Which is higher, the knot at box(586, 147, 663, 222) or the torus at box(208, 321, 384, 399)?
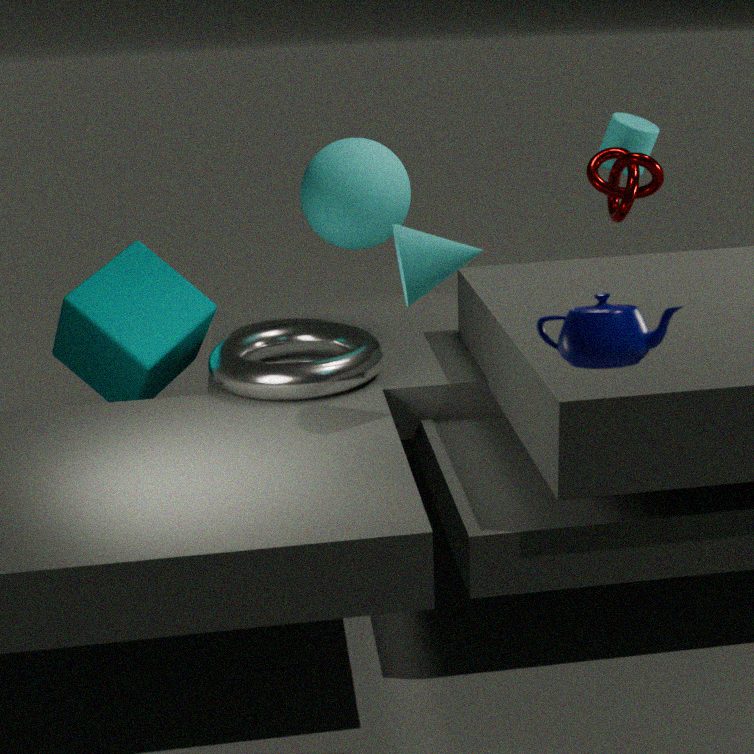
the knot at box(586, 147, 663, 222)
